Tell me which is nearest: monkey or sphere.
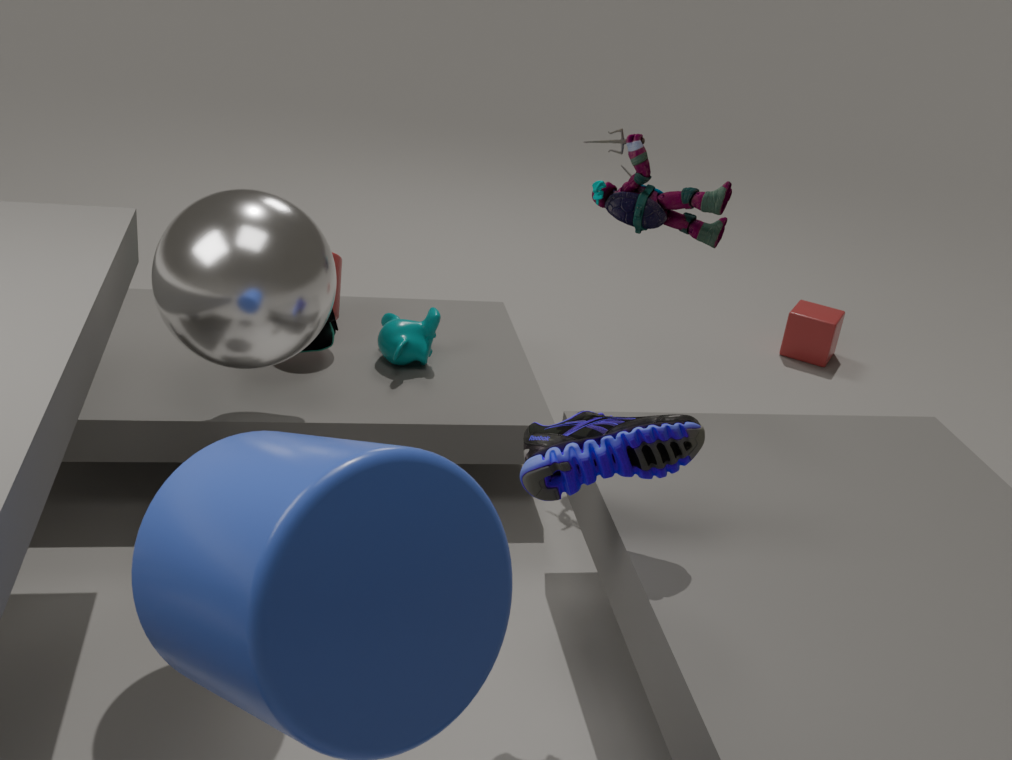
sphere
